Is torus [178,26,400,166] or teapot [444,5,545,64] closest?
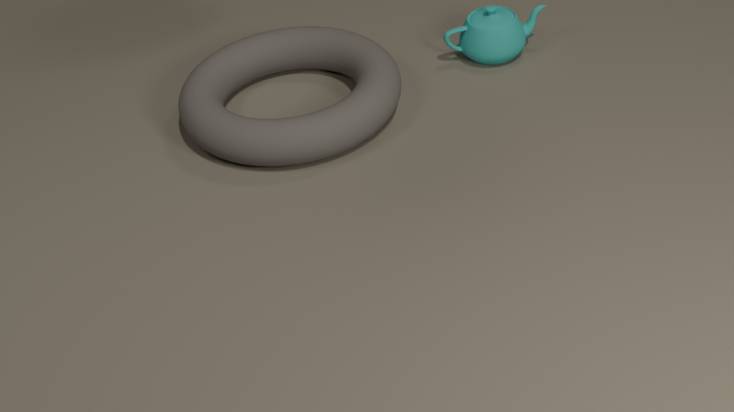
torus [178,26,400,166]
